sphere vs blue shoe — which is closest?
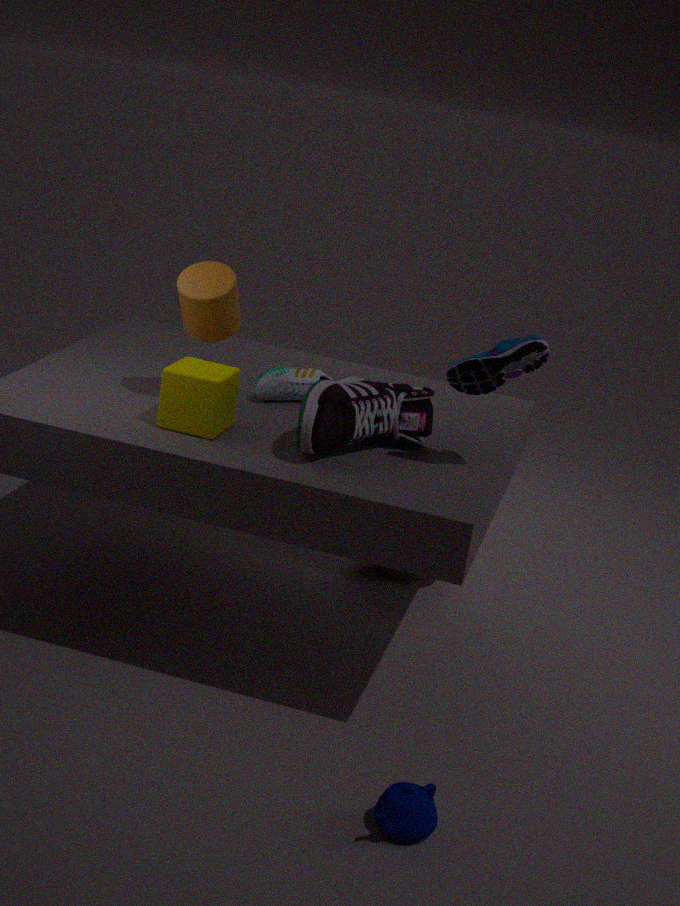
blue shoe
